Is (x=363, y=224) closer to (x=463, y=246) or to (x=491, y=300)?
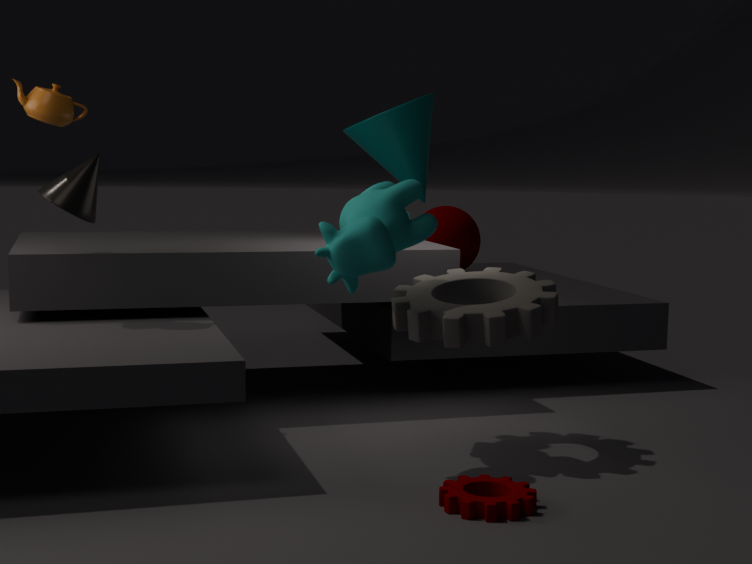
(x=491, y=300)
